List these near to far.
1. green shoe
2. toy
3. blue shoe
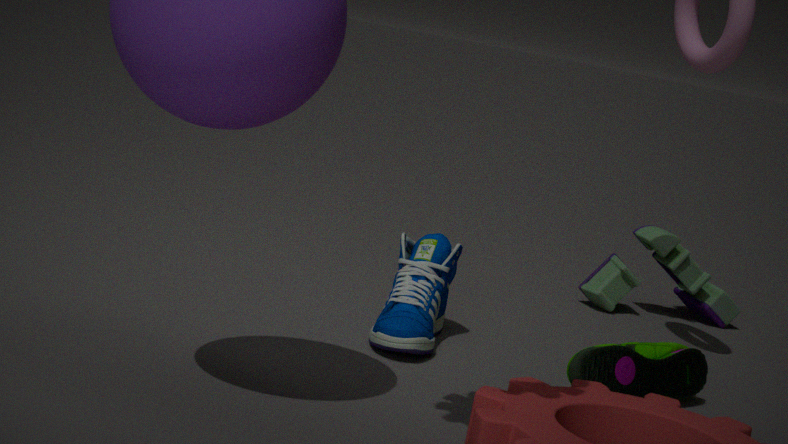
green shoe, blue shoe, toy
